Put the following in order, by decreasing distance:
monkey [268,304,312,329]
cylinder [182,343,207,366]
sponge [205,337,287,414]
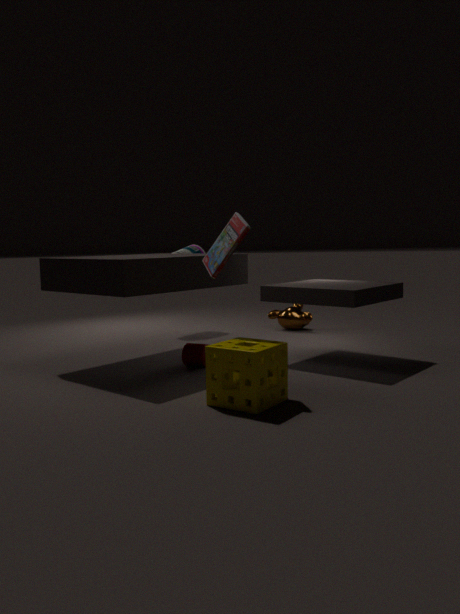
monkey [268,304,312,329], cylinder [182,343,207,366], sponge [205,337,287,414]
